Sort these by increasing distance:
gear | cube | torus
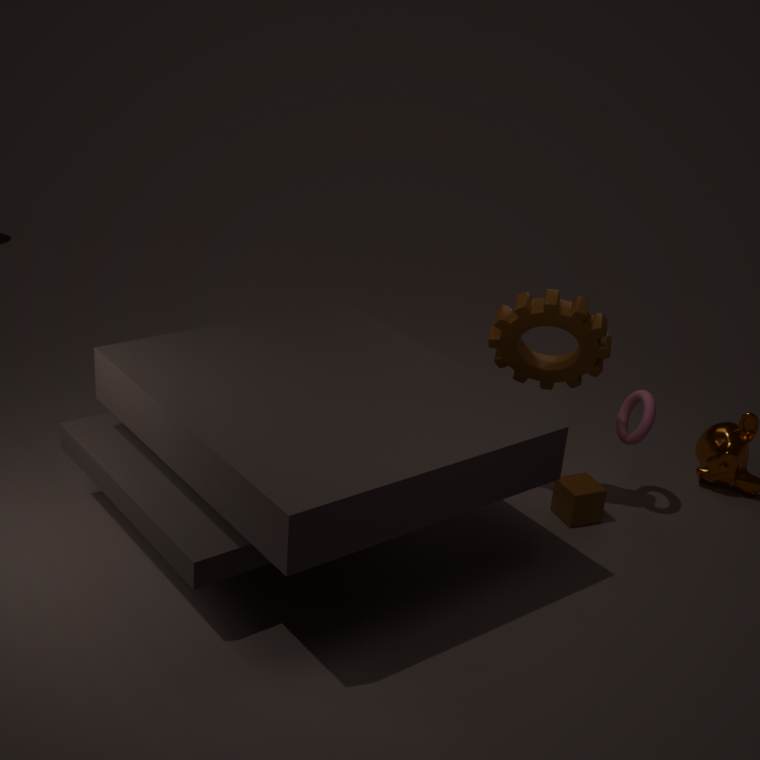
1. gear
2. torus
3. cube
